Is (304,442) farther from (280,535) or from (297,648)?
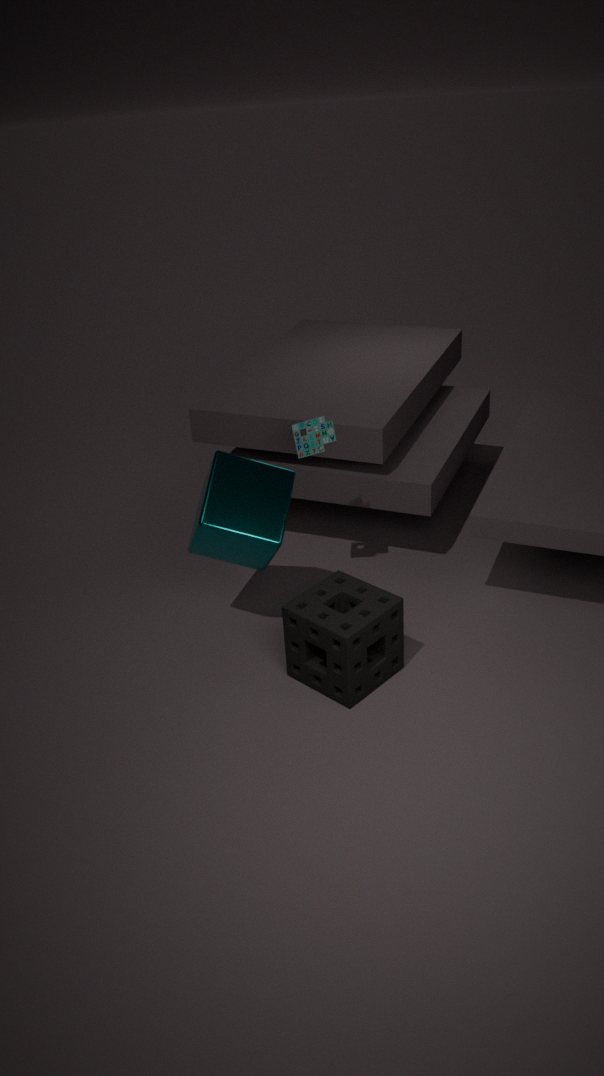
(297,648)
